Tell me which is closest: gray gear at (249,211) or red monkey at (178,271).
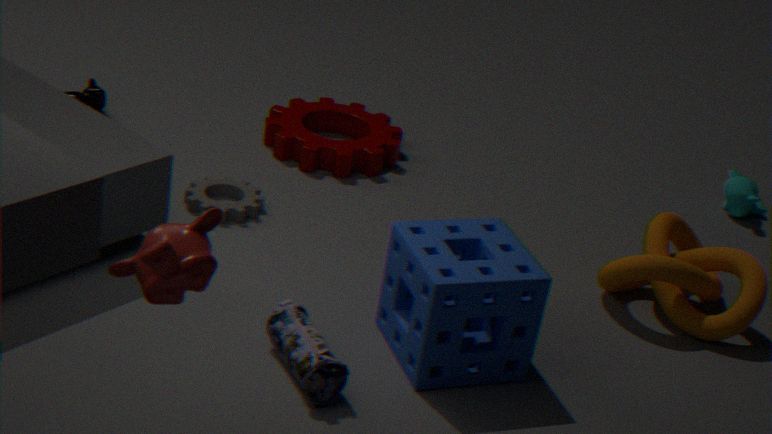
red monkey at (178,271)
